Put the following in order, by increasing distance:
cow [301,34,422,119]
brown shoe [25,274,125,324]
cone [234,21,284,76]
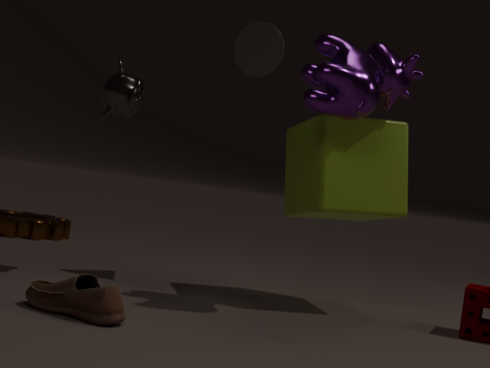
brown shoe [25,274,125,324], cow [301,34,422,119], cone [234,21,284,76]
